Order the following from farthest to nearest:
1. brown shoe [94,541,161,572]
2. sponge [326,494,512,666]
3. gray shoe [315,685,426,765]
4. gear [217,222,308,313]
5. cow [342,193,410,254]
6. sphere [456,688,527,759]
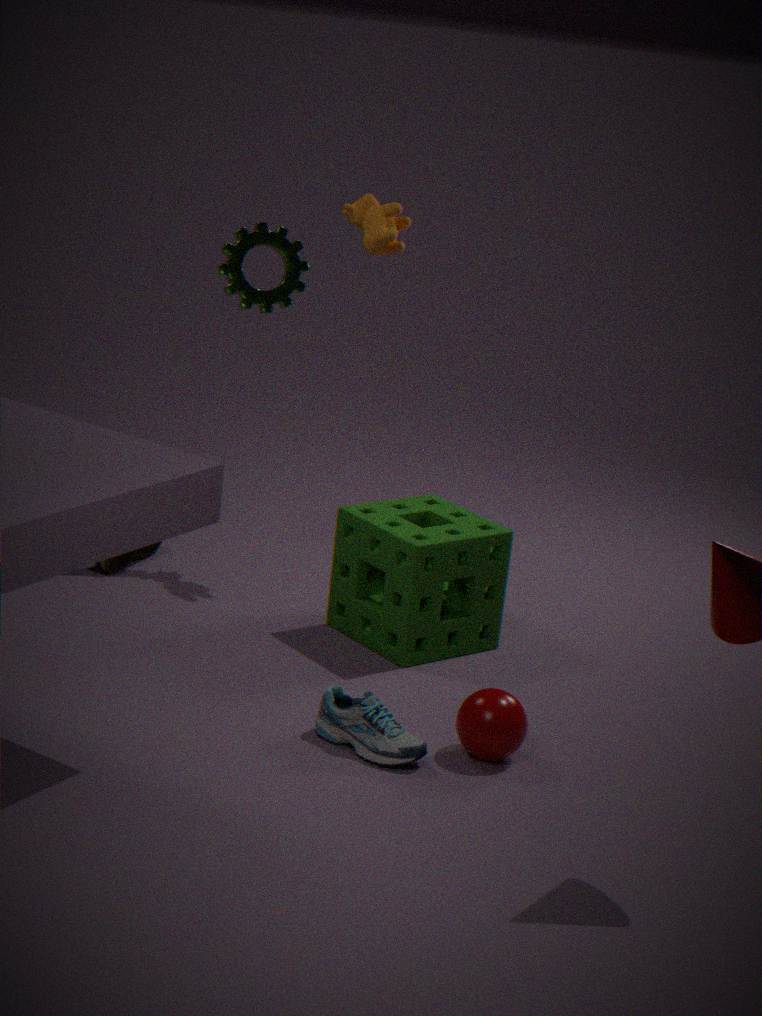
gear [217,222,308,313] → brown shoe [94,541,161,572] → cow [342,193,410,254] → sponge [326,494,512,666] → sphere [456,688,527,759] → gray shoe [315,685,426,765]
